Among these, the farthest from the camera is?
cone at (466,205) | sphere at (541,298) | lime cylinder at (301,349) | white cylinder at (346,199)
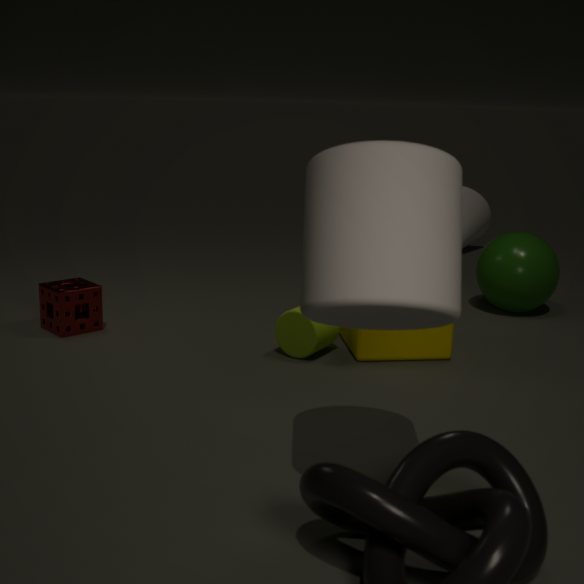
cone at (466,205)
